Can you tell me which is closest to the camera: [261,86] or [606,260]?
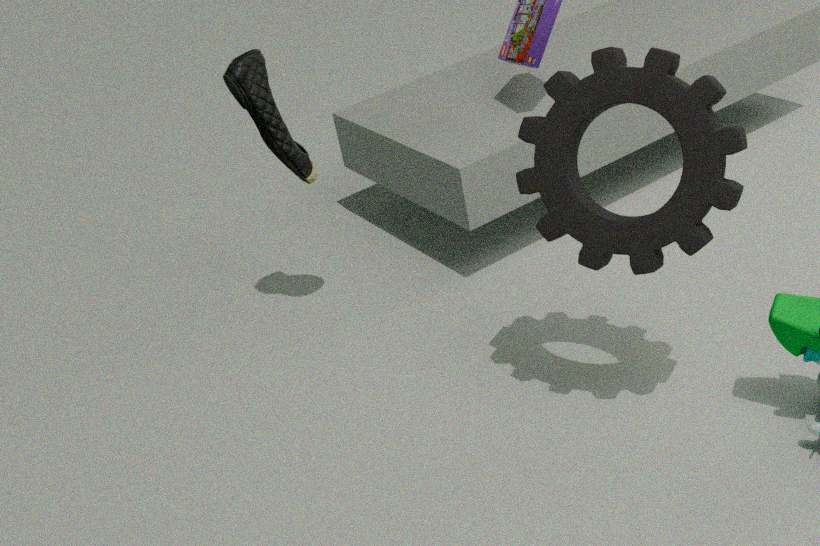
[606,260]
